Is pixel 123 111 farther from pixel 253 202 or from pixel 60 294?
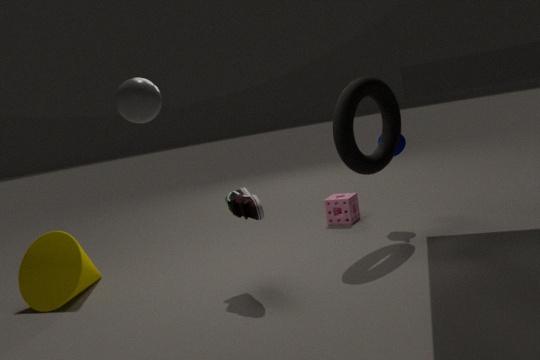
pixel 60 294
